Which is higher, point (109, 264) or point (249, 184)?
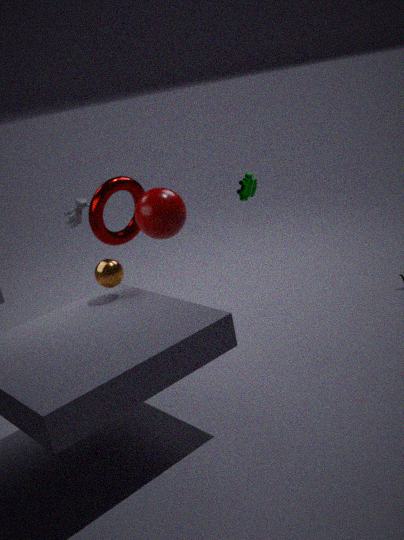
point (249, 184)
